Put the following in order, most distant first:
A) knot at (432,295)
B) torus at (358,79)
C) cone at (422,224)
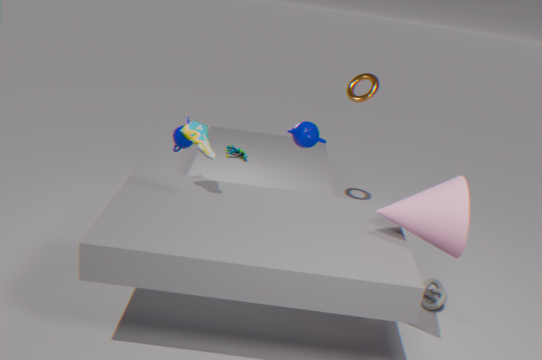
torus at (358,79) < knot at (432,295) < cone at (422,224)
